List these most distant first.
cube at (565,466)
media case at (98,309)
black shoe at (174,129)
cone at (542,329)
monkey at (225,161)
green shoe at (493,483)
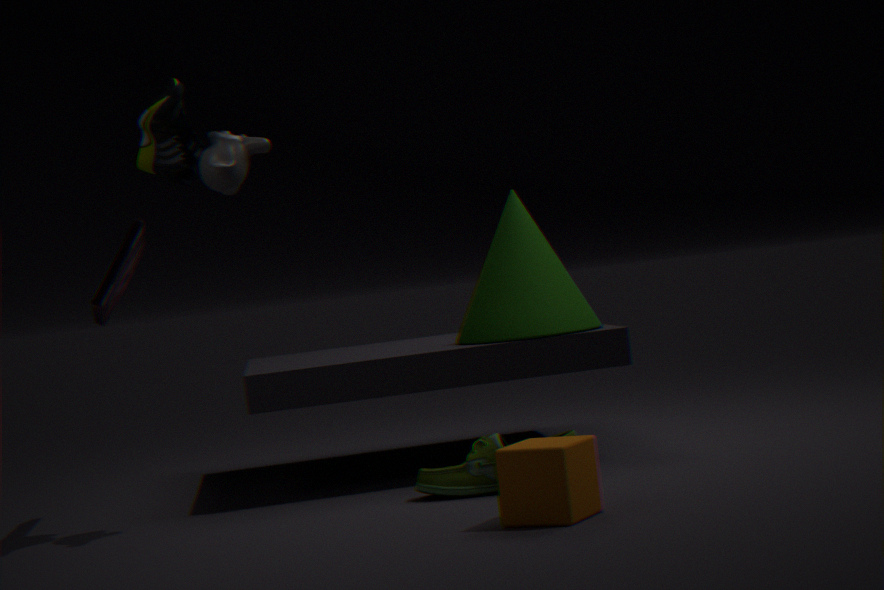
cone at (542,329), media case at (98,309), green shoe at (493,483), monkey at (225,161), black shoe at (174,129), cube at (565,466)
